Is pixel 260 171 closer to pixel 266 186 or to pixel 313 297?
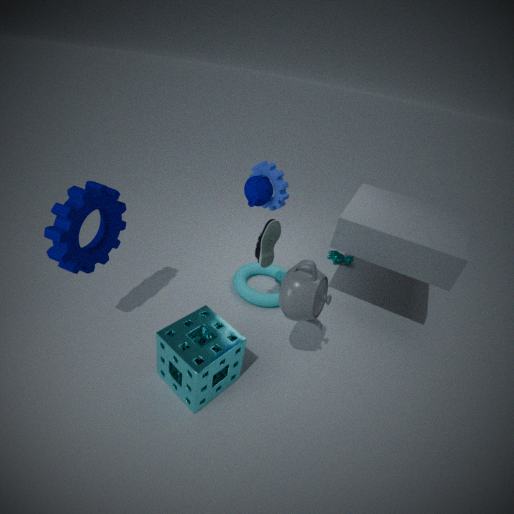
pixel 266 186
